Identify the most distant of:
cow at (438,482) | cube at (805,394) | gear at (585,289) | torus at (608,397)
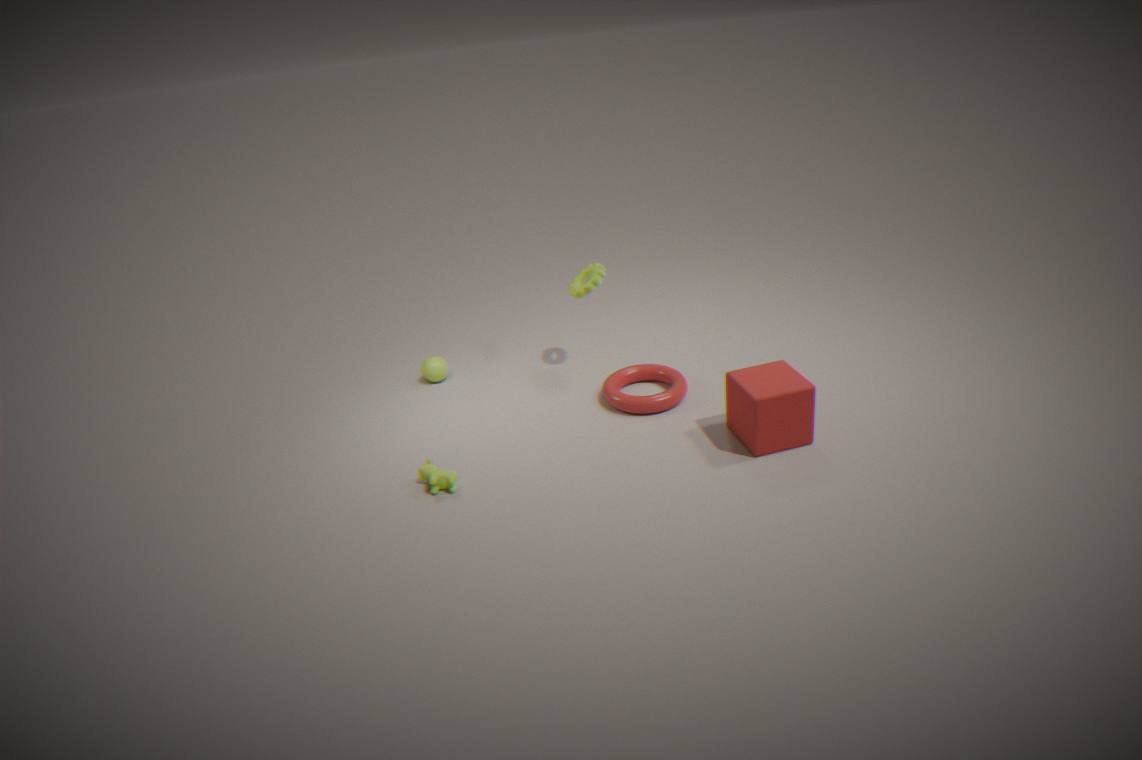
gear at (585,289)
